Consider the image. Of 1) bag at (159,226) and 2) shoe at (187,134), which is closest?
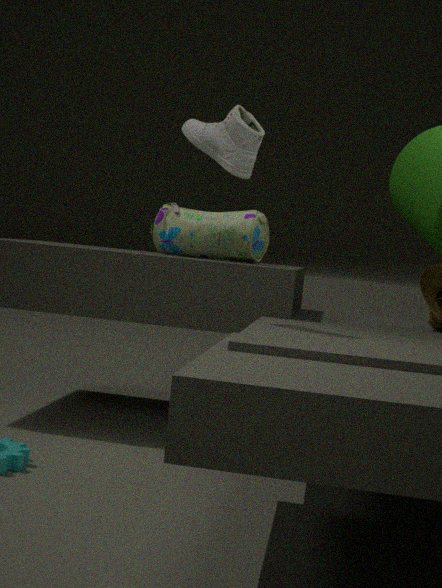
2. shoe at (187,134)
